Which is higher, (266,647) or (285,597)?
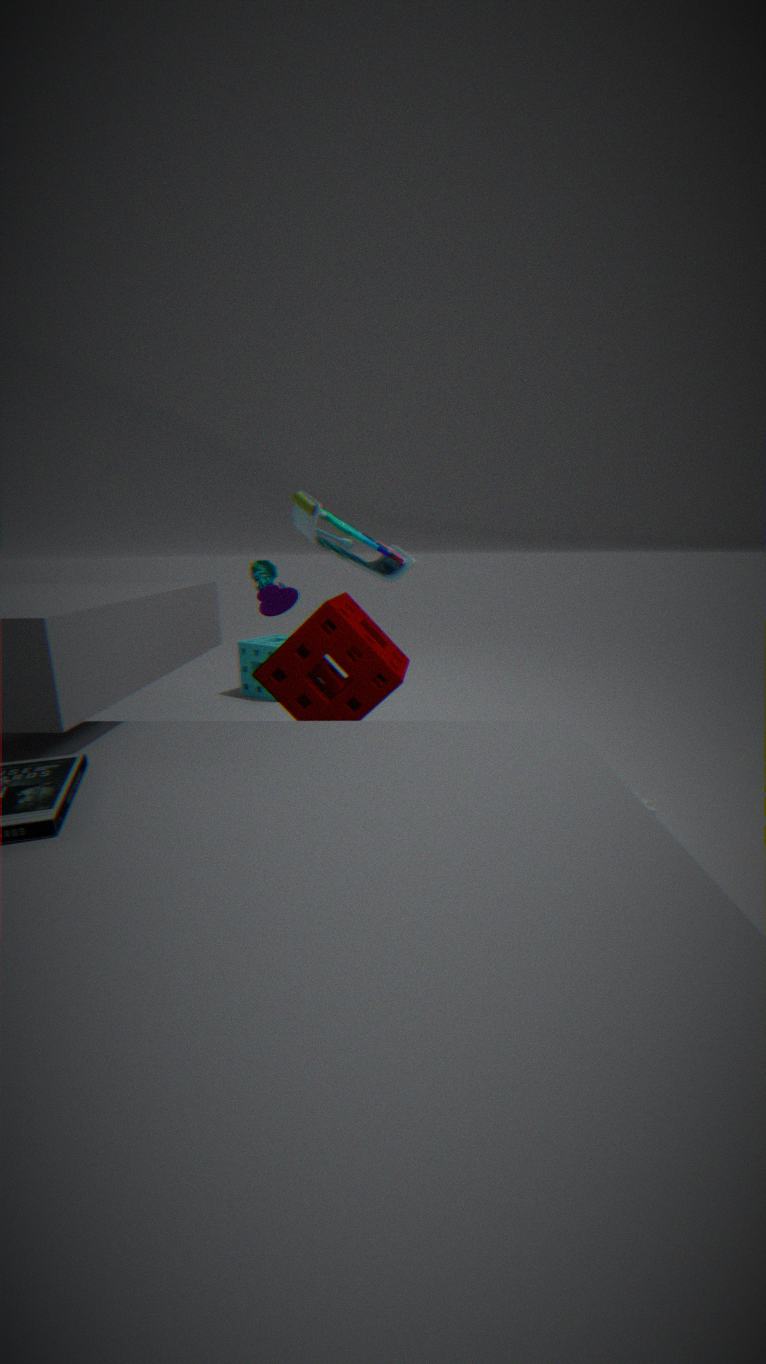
(285,597)
